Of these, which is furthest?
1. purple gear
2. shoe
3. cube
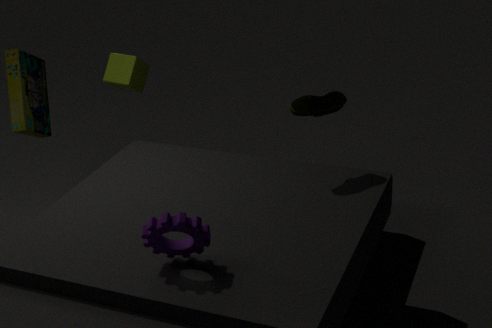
cube
